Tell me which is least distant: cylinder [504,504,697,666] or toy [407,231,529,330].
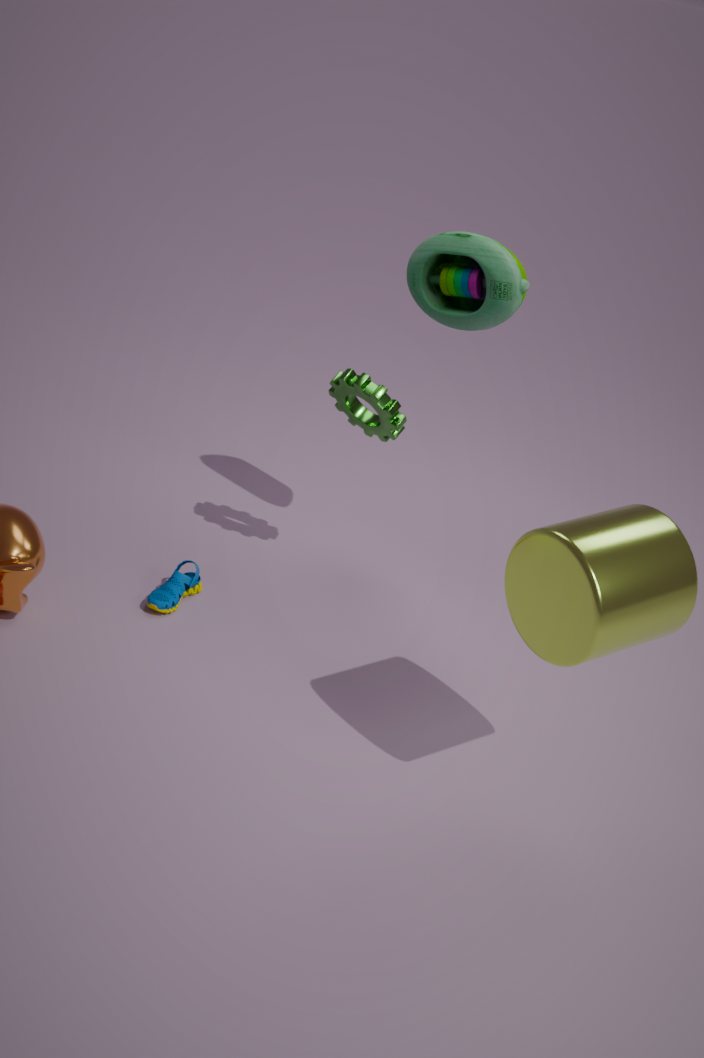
cylinder [504,504,697,666]
